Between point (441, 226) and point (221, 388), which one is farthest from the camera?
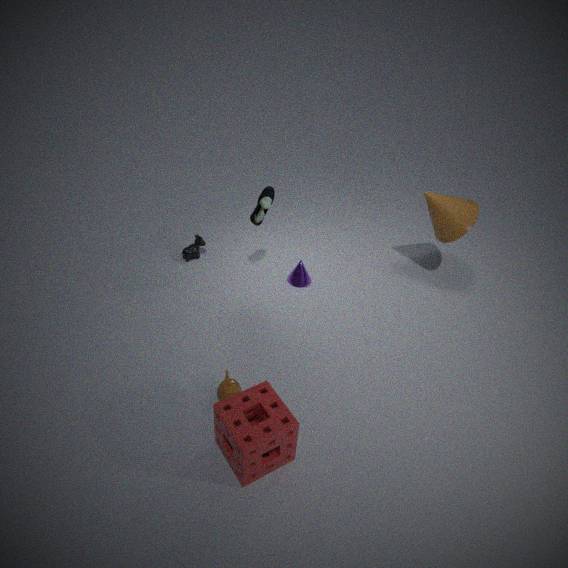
point (441, 226)
